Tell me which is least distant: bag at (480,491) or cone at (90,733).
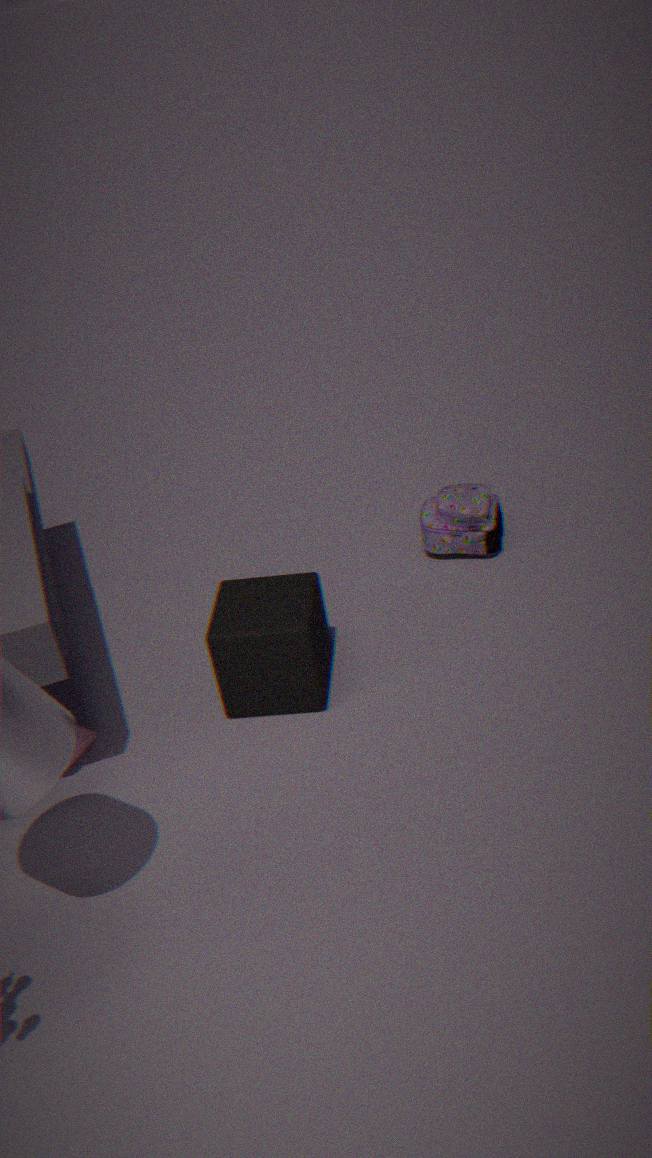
cone at (90,733)
